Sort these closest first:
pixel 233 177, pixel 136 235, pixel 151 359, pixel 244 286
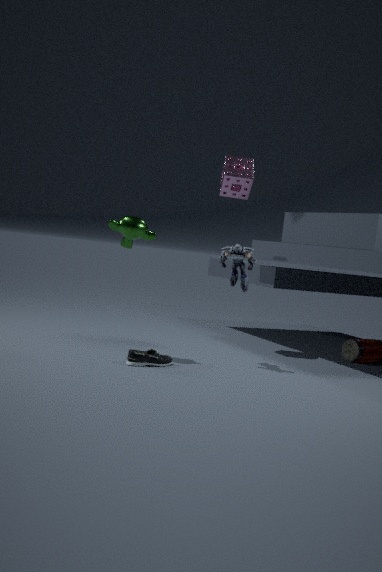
pixel 151 359
pixel 136 235
pixel 244 286
pixel 233 177
